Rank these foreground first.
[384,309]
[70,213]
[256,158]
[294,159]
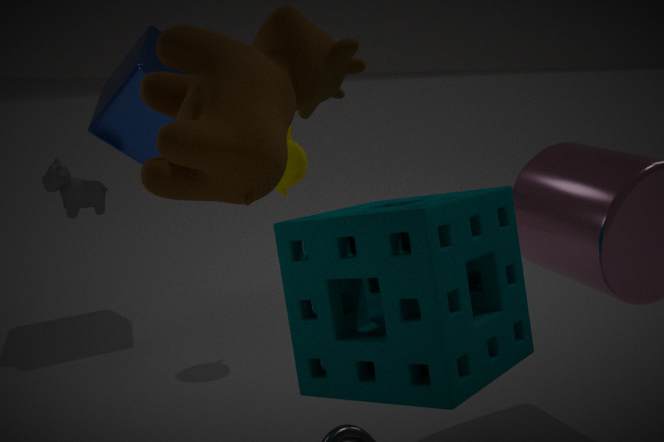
1. [256,158]
2. [384,309]
3. [294,159]
4. [70,213]
